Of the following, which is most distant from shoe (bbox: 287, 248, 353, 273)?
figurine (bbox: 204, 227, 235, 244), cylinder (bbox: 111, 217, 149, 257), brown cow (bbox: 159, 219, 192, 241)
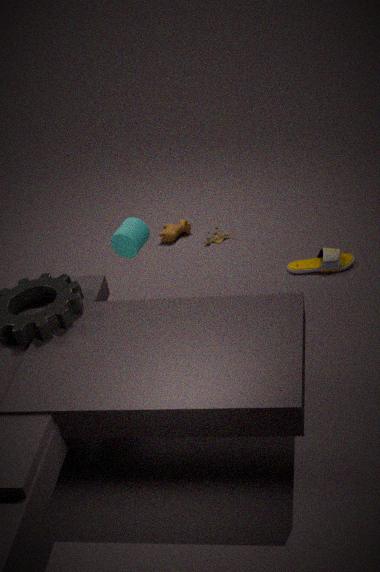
cylinder (bbox: 111, 217, 149, 257)
